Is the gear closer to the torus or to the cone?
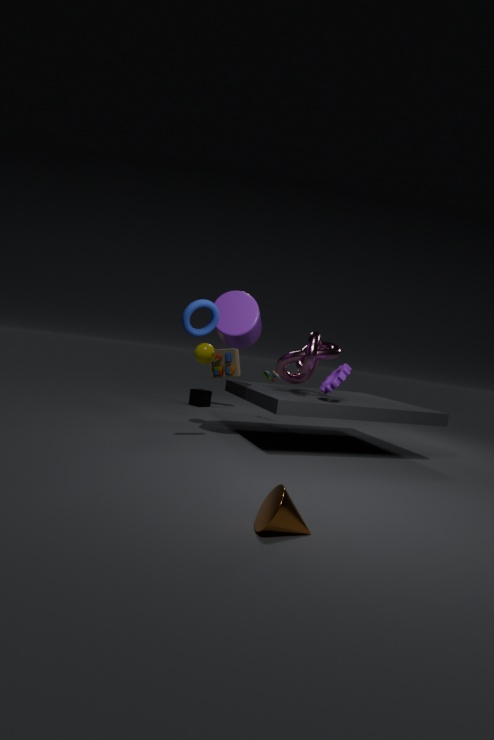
the torus
